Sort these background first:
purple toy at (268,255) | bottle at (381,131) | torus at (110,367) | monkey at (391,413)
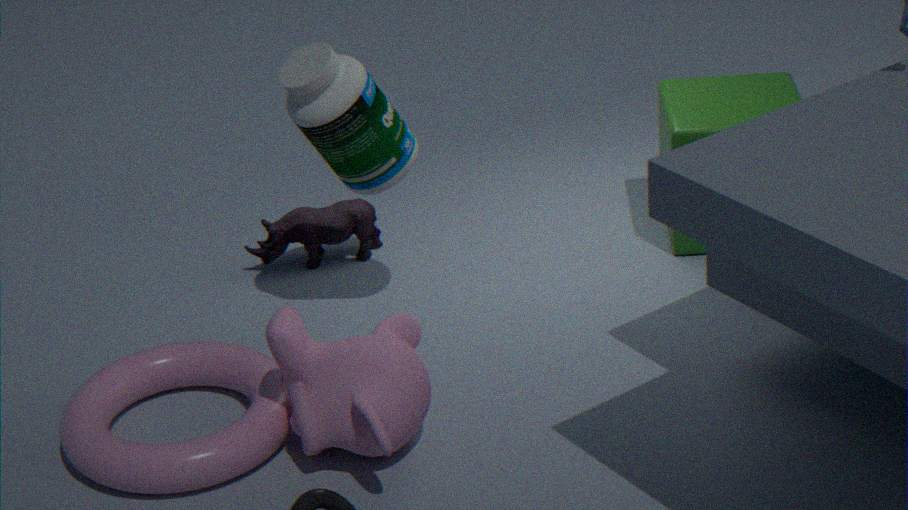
purple toy at (268,255)
bottle at (381,131)
torus at (110,367)
monkey at (391,413)
